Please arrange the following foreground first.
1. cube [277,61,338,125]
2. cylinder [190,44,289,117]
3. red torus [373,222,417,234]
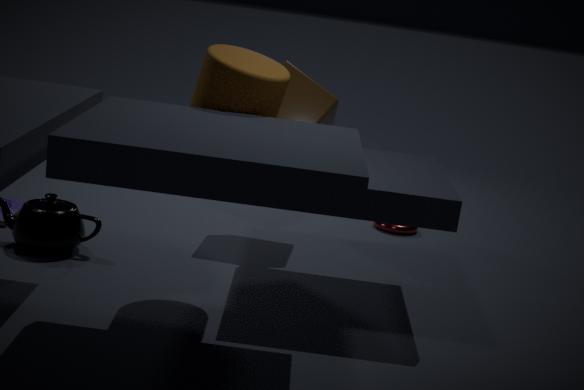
1. cylinder [190,44,289,117]
2. cube [277,61,338,125]
3. red torus [373,222,417,234]
